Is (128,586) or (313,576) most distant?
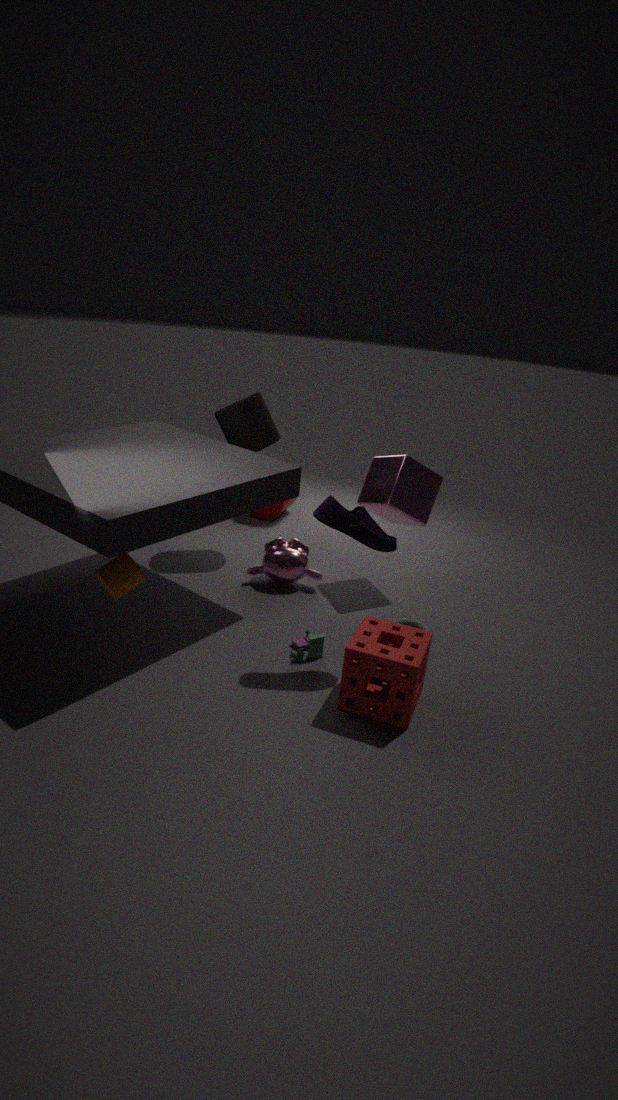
→ (313,576)
